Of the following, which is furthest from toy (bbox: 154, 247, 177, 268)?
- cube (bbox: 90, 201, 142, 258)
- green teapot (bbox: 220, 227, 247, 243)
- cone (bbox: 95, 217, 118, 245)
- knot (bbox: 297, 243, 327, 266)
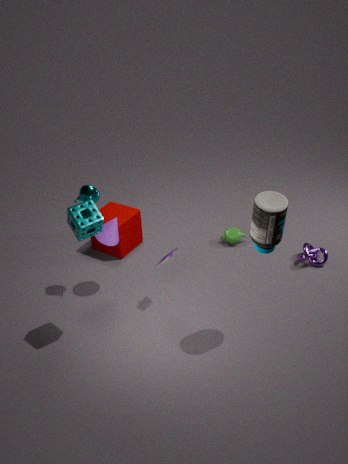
knot (bbox: 297, 243, 327, 266)
